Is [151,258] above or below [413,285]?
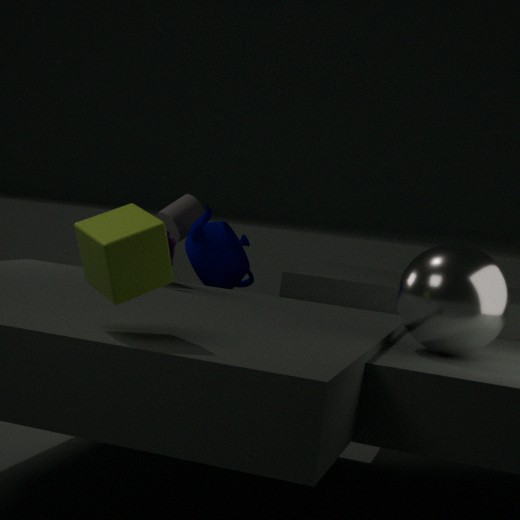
A: above
